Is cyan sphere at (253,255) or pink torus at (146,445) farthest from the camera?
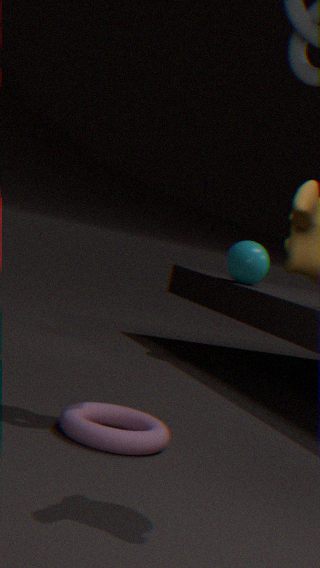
cyan sphere at (253,255)
